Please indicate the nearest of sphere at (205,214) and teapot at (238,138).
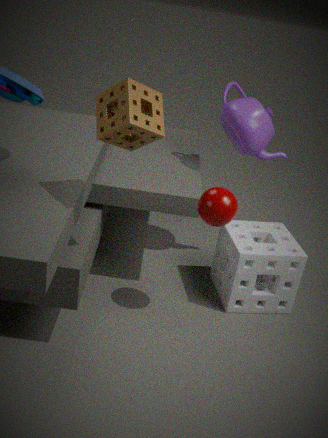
sphere at (205,214)
